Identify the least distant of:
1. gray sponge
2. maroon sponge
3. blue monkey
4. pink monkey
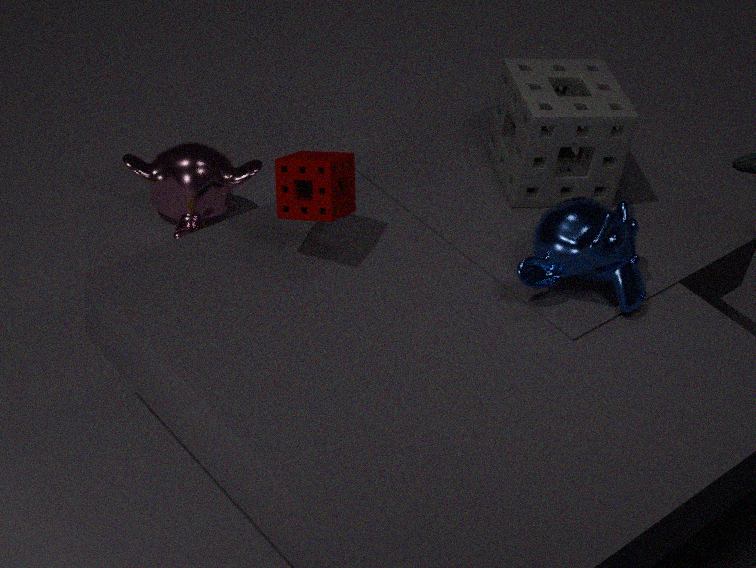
maroon sponge
